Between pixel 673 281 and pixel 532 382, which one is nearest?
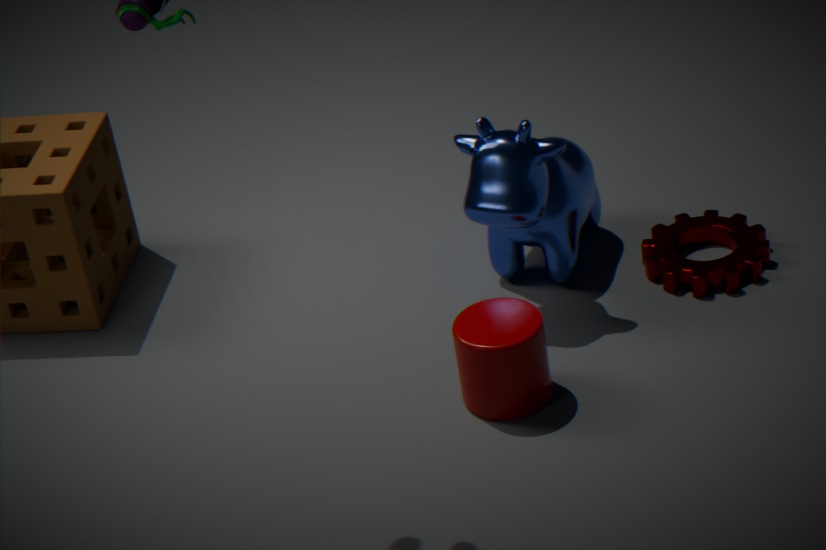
pixel 532 382
